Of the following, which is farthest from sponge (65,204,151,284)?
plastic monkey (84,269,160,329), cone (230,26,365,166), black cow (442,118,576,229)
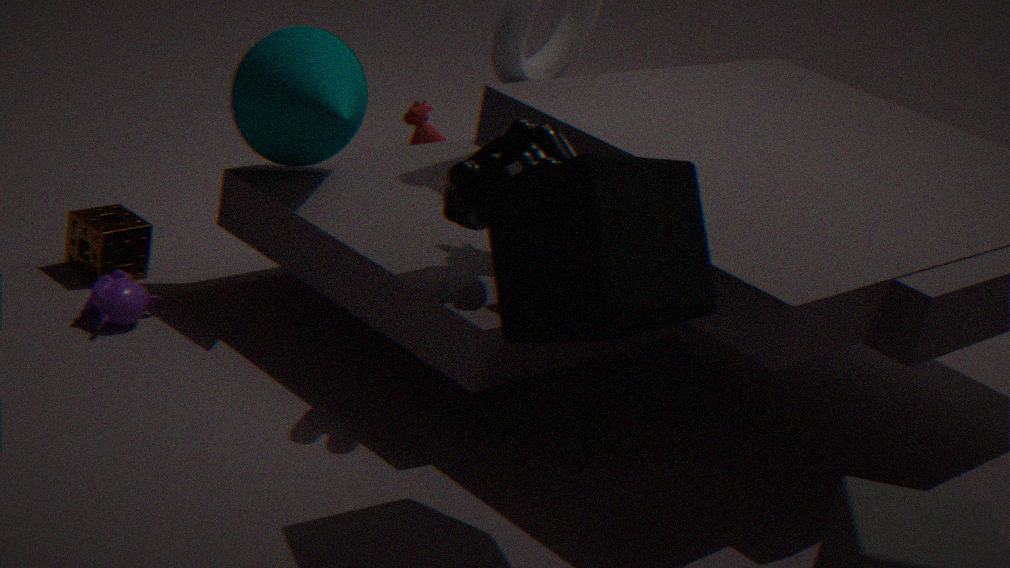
black cow (442,118,576,229)
